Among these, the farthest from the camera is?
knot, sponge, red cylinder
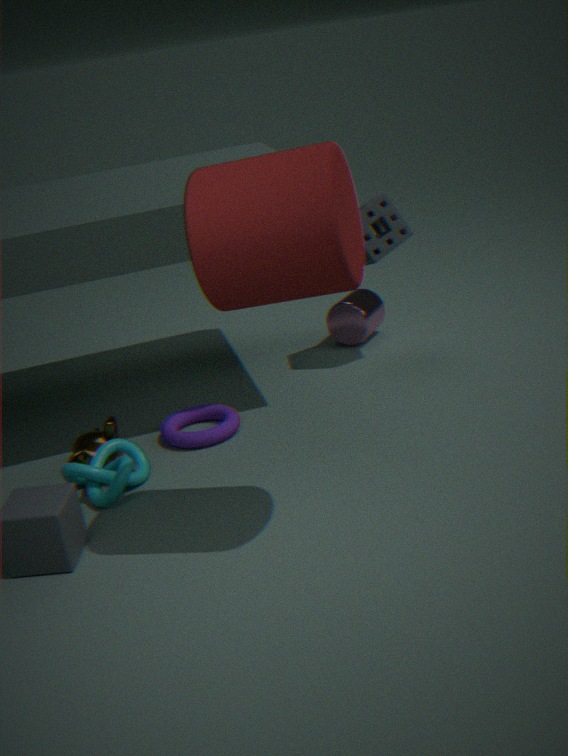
sponge
